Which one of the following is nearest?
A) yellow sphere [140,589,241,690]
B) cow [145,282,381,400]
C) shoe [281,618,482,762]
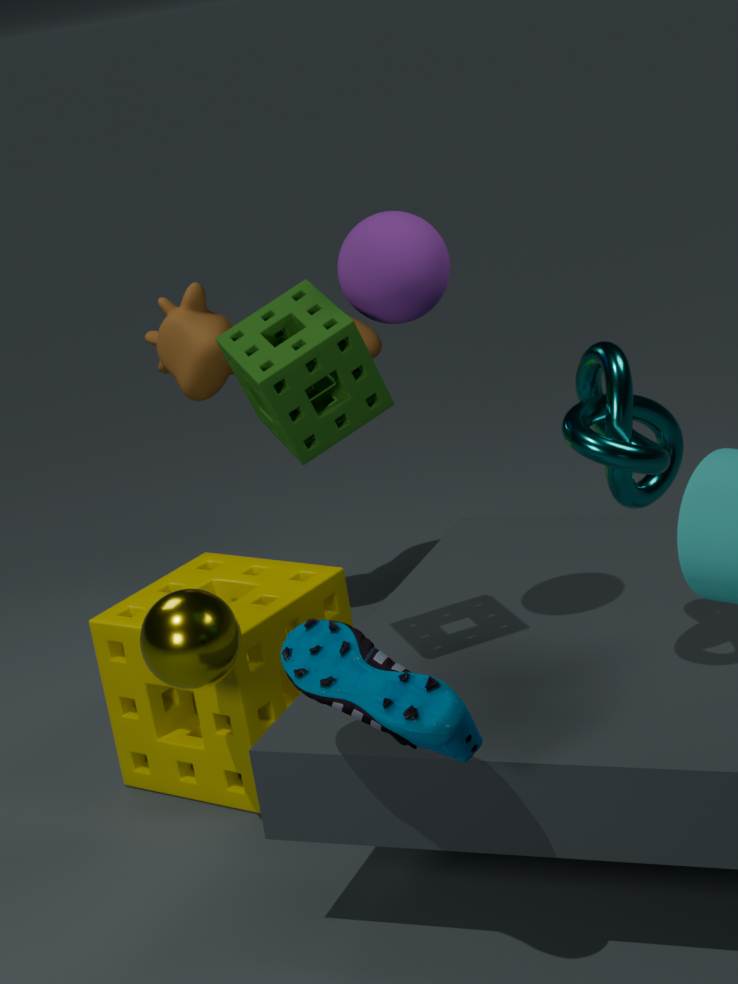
shoe [281,618,482,762]
